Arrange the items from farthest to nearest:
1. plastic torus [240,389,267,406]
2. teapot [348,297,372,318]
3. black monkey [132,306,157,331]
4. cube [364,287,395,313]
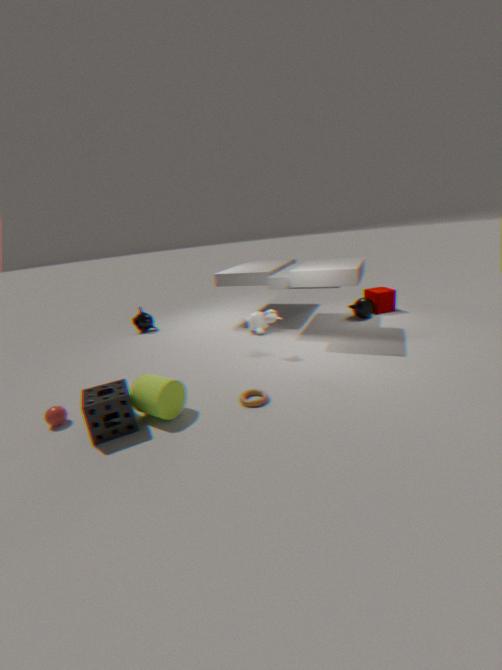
black monkey [132,306,157,331] → cube [364,287,395,313] → teapot [348,297,372,318] → plastic torus [240,389,267,406]
